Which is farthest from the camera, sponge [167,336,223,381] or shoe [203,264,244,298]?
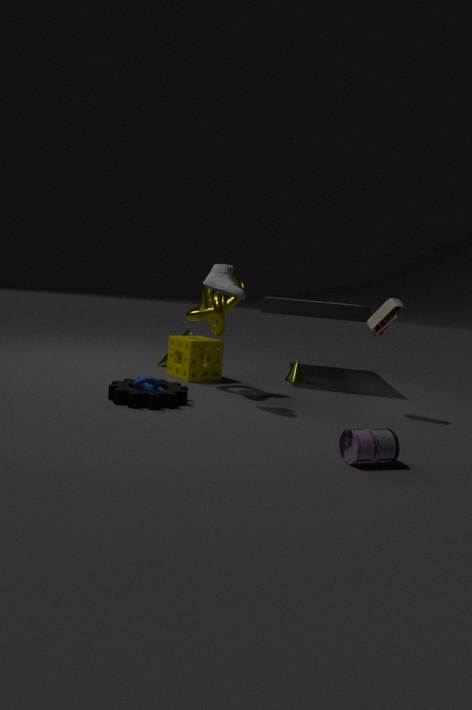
sponge [167,336,223,381]
